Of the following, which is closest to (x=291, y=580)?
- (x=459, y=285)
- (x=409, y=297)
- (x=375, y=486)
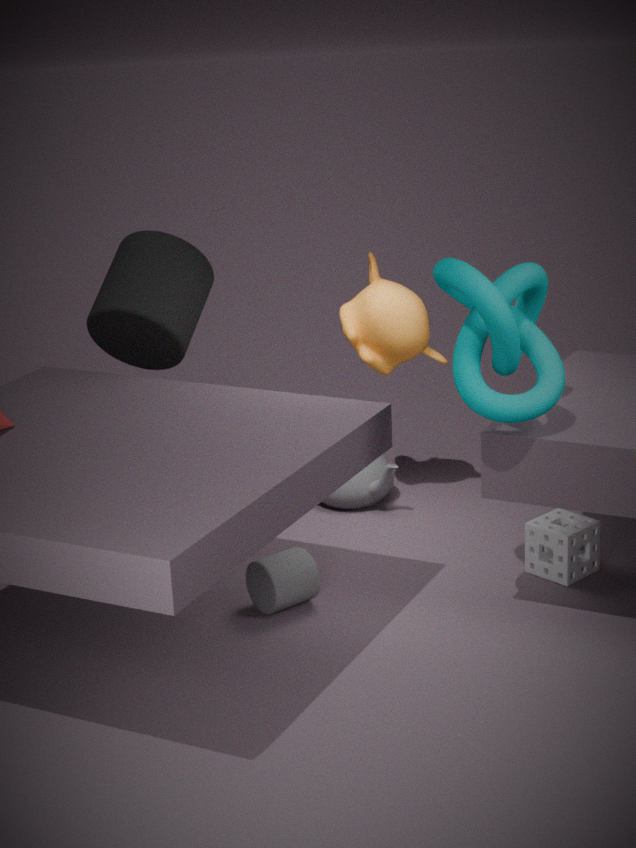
(x=375, y=486)
